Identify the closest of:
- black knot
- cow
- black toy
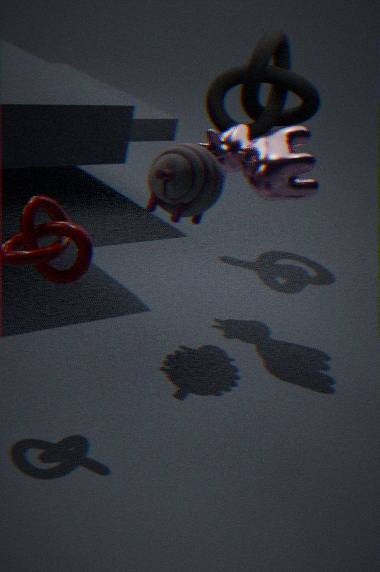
black toy
